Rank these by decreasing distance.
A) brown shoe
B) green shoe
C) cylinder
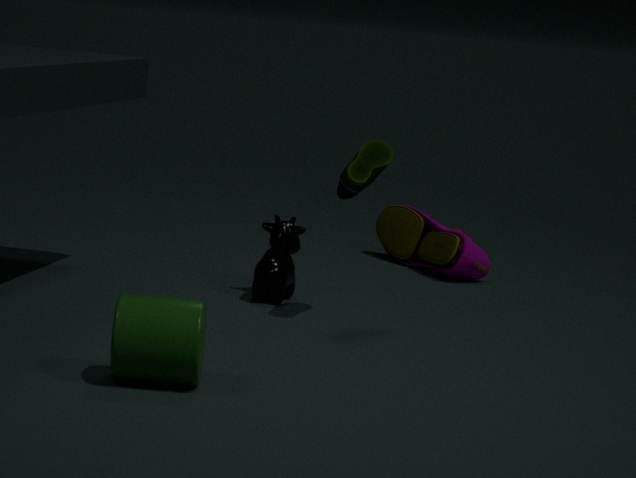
brown shoe → green shoe → cylinder
